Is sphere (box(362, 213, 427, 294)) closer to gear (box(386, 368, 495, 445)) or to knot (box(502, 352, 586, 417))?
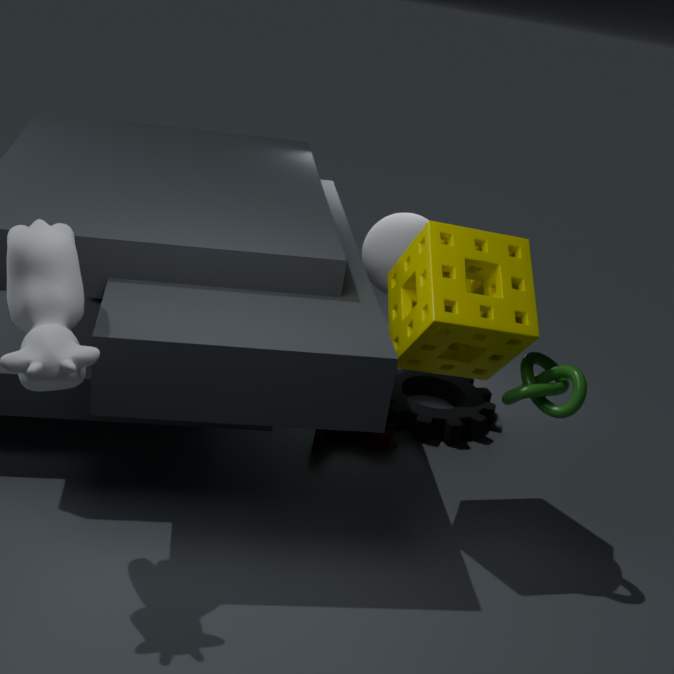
gear (box(386, 368, 495, 445))
